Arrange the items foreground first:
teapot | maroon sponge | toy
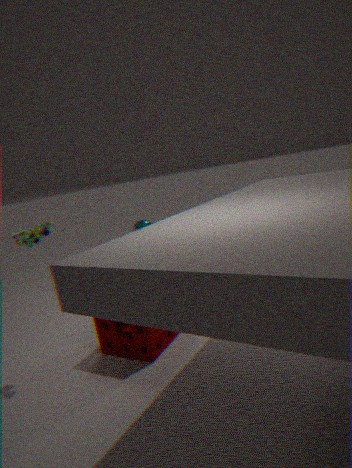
toy → maroon sponge → teapot
